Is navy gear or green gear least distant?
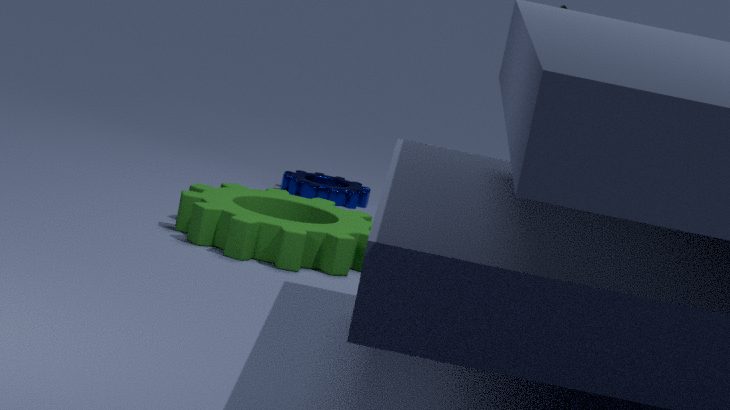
green gear
